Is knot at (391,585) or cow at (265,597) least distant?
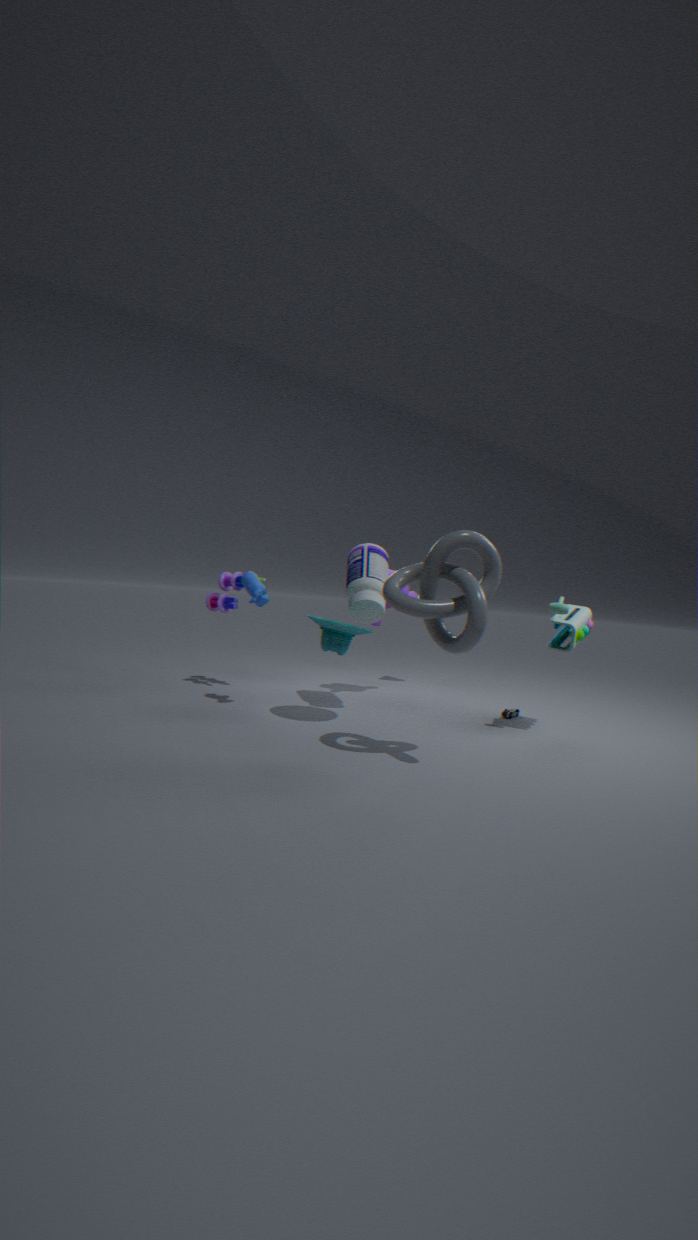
knot at (391,585)
